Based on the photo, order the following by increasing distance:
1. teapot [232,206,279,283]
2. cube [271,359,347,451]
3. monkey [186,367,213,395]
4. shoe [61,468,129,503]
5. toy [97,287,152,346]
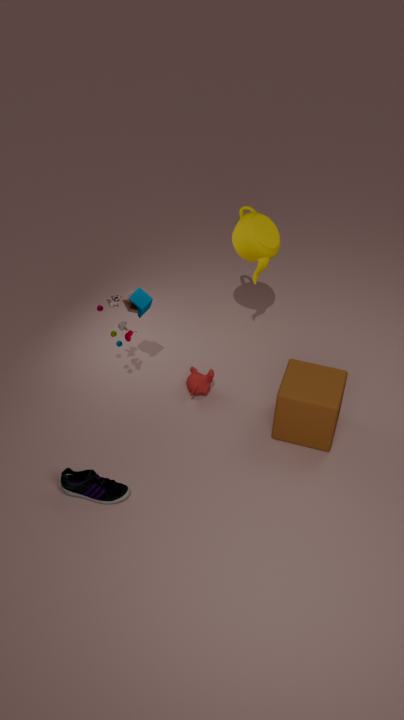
shoe [61,468,129,503] → cube [271,359,347,451] → toy [97,287,152,346] → monkey [186,367,213,395] → teapot [232,206,279,283]
